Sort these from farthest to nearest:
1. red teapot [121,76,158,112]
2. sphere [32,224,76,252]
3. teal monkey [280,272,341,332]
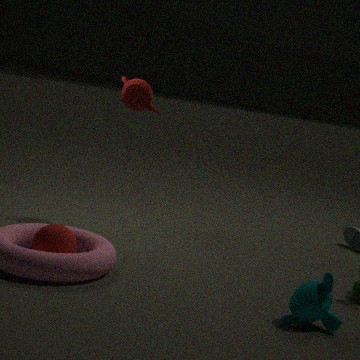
red teapot [121,76,158,112], sphere [32,224,76,252], teal monkey [280,272,341,332]
